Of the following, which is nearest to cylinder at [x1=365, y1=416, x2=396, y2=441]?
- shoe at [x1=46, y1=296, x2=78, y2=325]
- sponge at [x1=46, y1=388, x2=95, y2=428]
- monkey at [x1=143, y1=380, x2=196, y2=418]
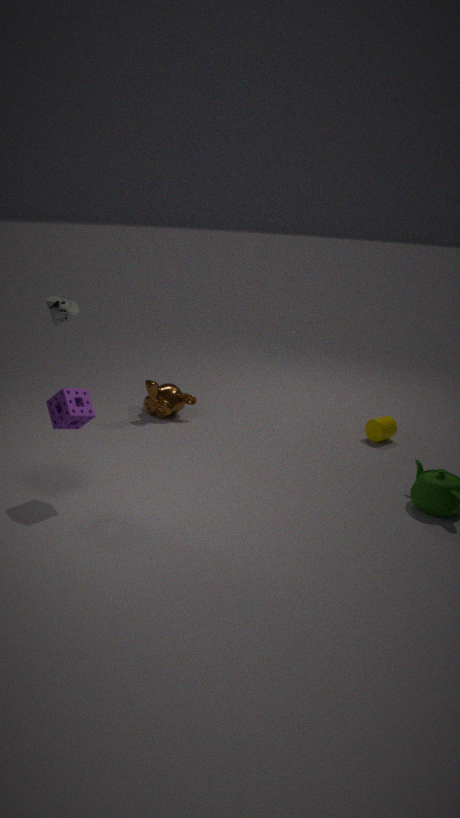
monkey at [x1=143, y1=380, x2=196, y2=418]
